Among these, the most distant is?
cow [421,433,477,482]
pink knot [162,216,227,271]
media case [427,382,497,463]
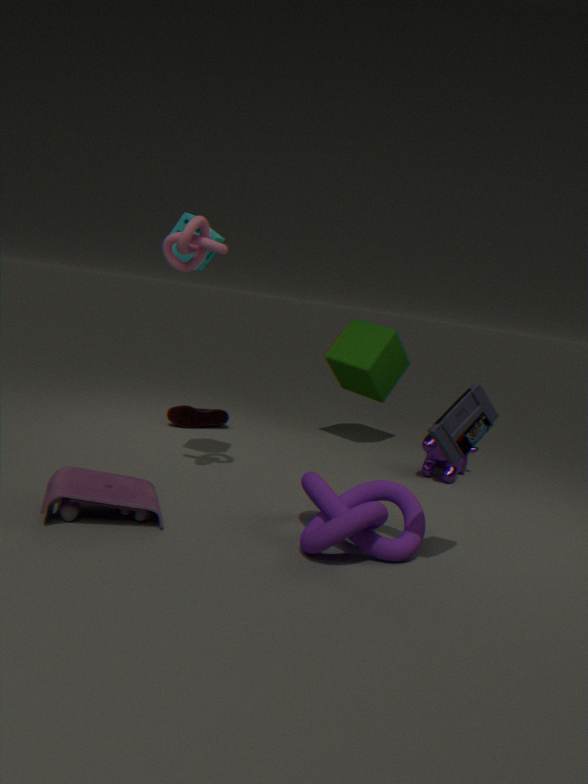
cow [421,433,477,482]
